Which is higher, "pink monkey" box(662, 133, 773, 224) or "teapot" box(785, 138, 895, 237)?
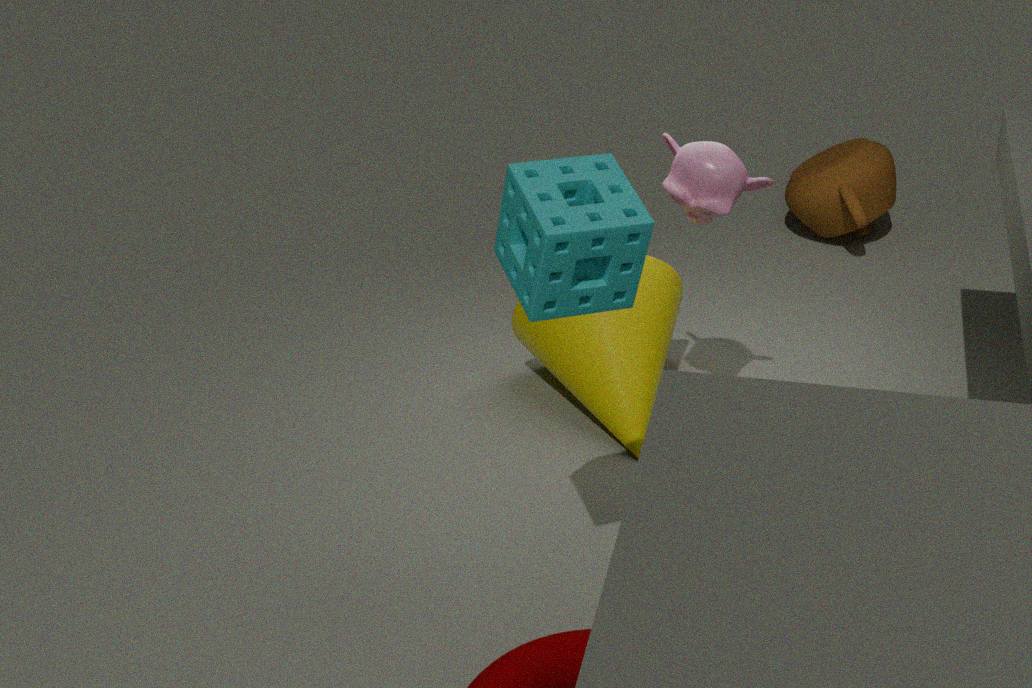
"pink monkey" box(662, 133, 773, 224)
